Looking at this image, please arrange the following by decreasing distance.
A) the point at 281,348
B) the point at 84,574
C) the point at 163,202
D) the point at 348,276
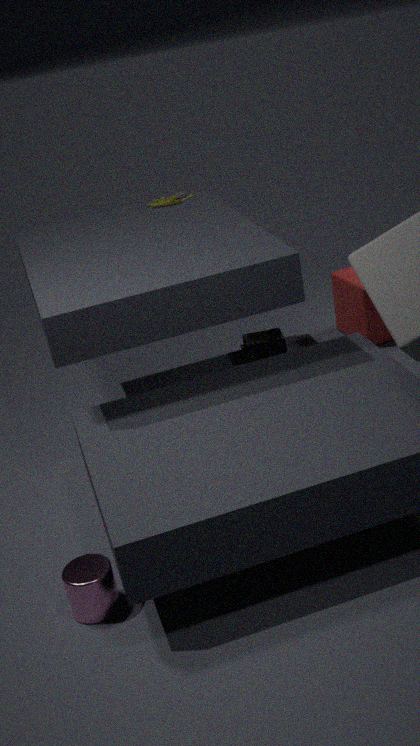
A. the point at 281,348 → D. the point at 348,276 → C. the point at 163,202 → B. the point at 84,574
